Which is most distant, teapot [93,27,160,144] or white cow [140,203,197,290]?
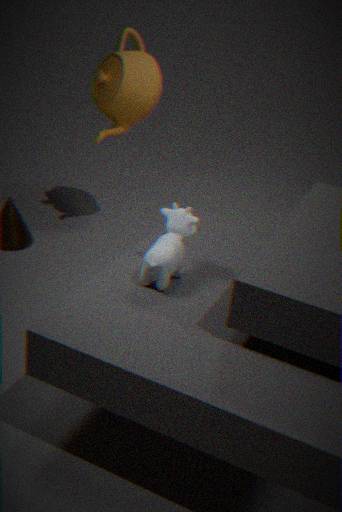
teapot [93,27,160,144]
